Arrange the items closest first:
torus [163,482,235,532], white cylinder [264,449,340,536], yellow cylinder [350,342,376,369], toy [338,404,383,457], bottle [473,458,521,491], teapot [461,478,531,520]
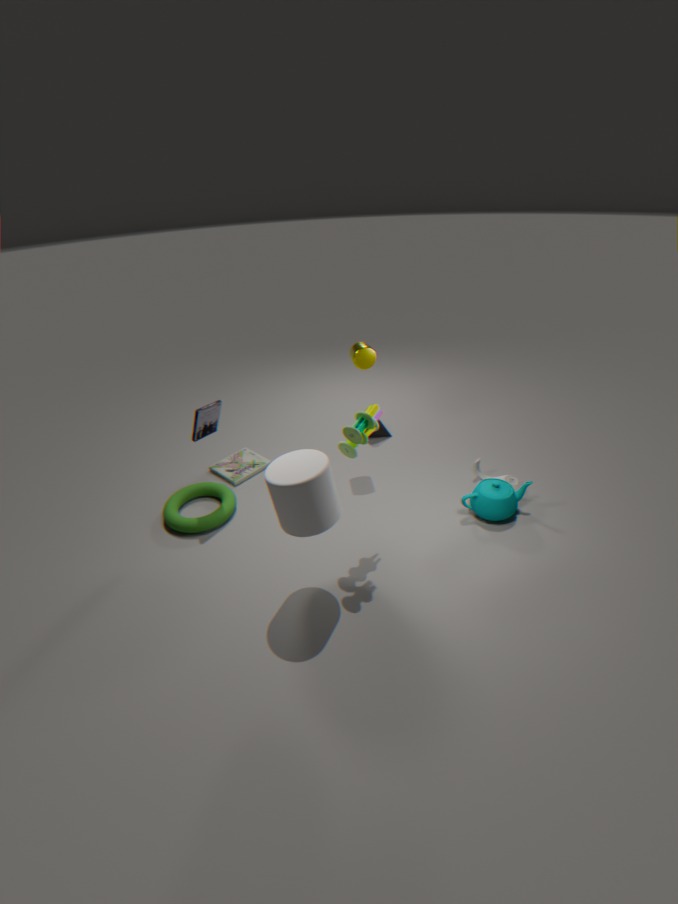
white cylinder [264,449,340,536] < toy [338,404,383,457] < teapot [461,478,531,520] < torus [163,482,235,532] < yellow cylinder [350,342,376,369] < bottle [473,458,521,491]
